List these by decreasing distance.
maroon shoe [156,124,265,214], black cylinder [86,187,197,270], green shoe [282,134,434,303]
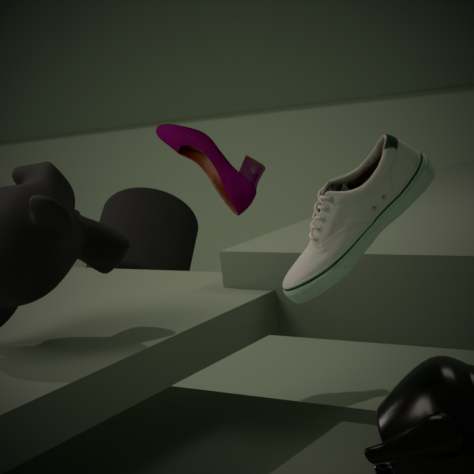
maroon shoe [156,124,265,214], black cylinder [86,187,197,270], green shoe [282,134,434,303]
